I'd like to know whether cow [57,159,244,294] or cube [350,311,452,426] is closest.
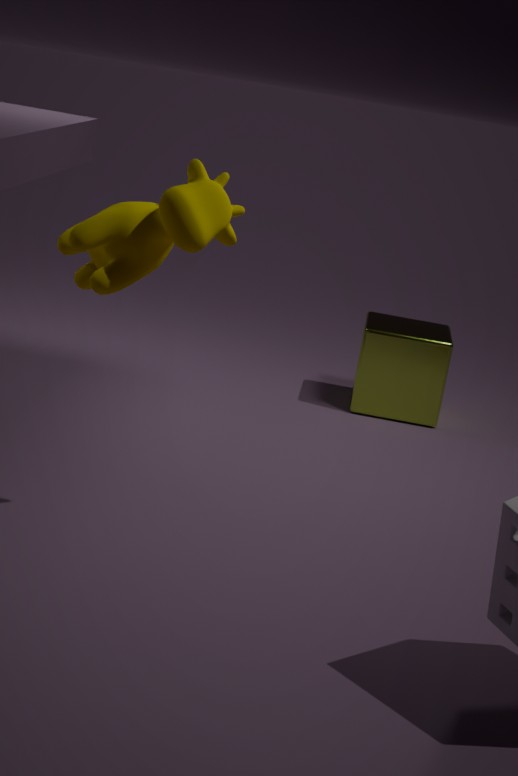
cow [57,159,244,294]
